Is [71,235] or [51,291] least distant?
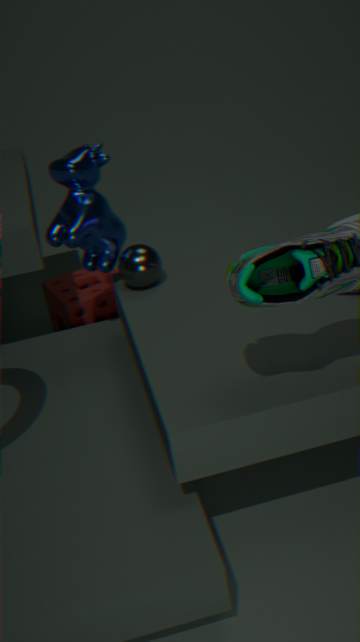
[71,235]
